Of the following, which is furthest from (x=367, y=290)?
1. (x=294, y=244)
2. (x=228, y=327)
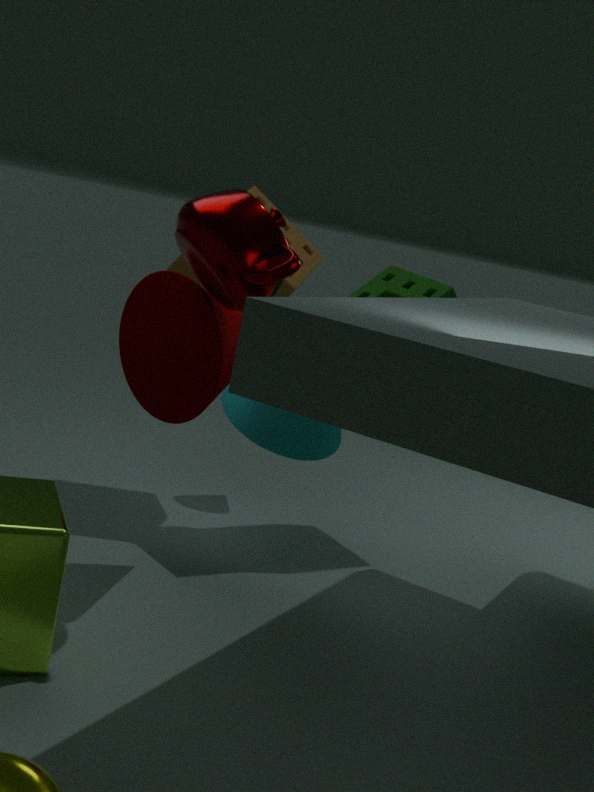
(x=228, y=327)
